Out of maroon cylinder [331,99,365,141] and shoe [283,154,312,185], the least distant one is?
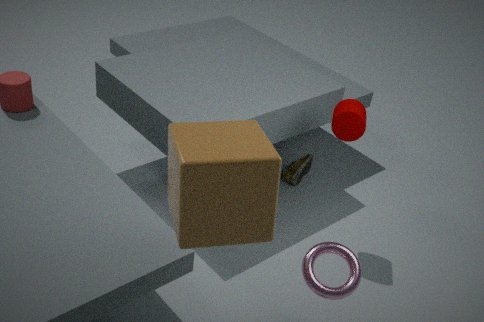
maroon cylinder [331,99,365,141]
